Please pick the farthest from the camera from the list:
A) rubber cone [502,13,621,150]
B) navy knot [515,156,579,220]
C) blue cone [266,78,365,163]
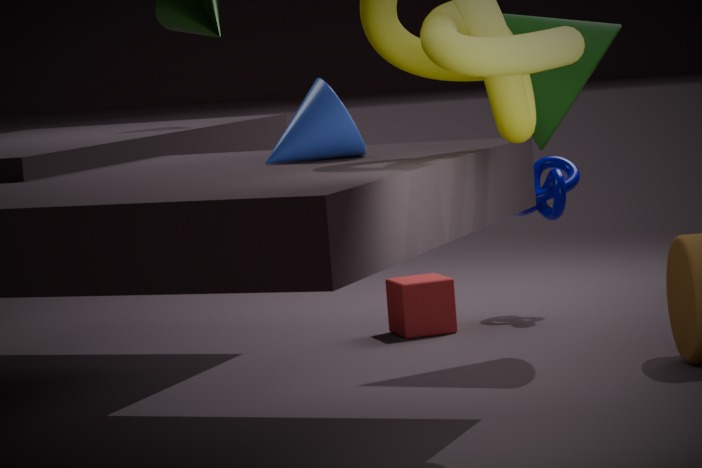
navy knot [515,156,579,220]
